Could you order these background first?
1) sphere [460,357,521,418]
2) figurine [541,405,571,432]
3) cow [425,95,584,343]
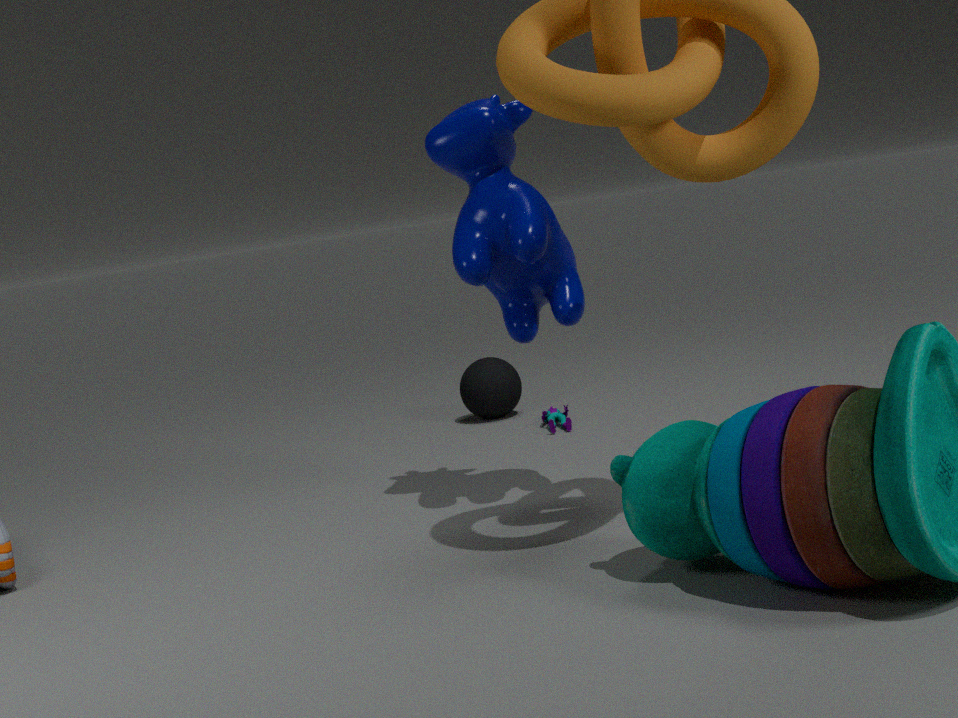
1. 1. sphere [460,357,521,418]
2. 2. figurine [541,405,571,432]
3. 3. cow [425,95,584,343]
